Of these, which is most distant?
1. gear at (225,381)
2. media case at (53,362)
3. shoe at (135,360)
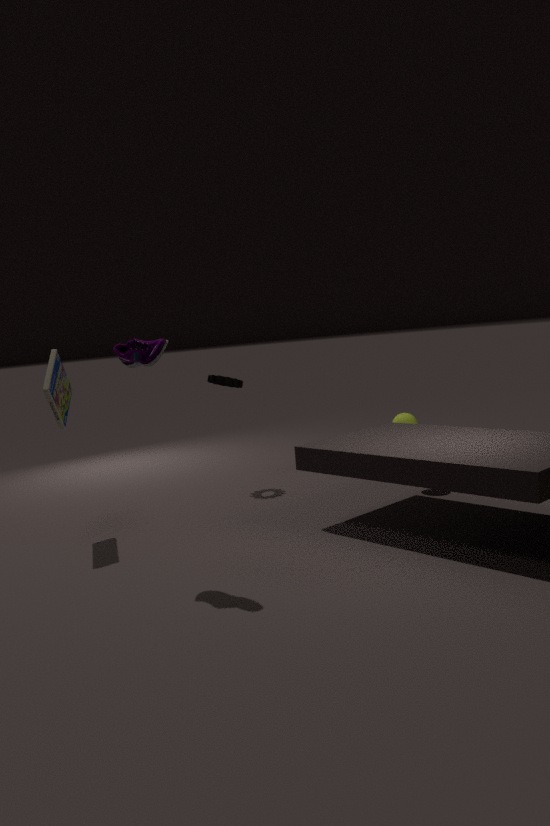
gear at (225,381)
